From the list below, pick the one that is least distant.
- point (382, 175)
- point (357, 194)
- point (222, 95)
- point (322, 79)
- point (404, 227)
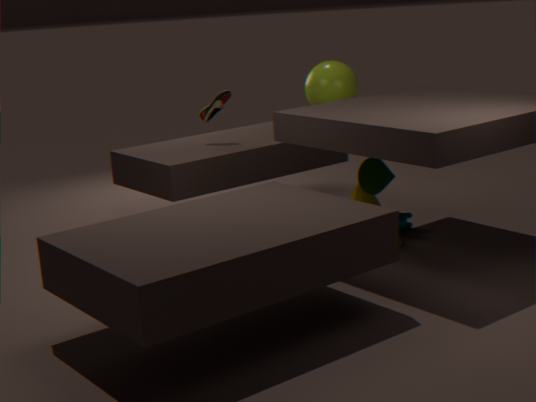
point (382, 175)
